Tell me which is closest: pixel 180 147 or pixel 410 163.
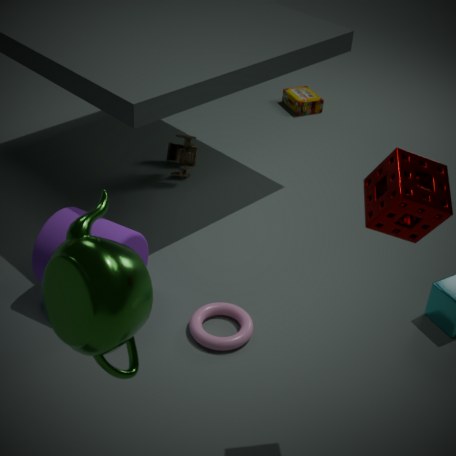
pixel 410 163
